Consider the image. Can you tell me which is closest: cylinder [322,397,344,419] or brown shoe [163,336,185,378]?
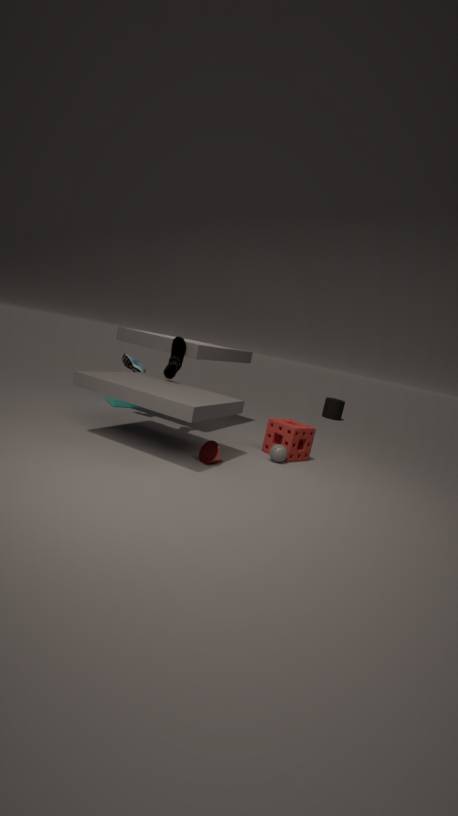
brown shoe [163,336,185,378]
